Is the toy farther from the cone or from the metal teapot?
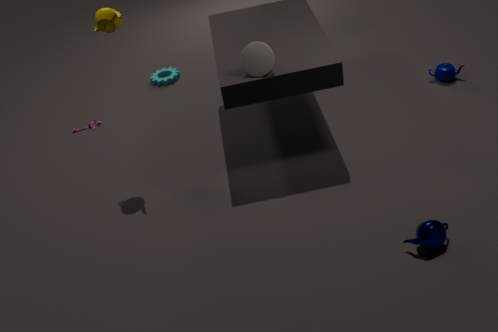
the metal teapot
